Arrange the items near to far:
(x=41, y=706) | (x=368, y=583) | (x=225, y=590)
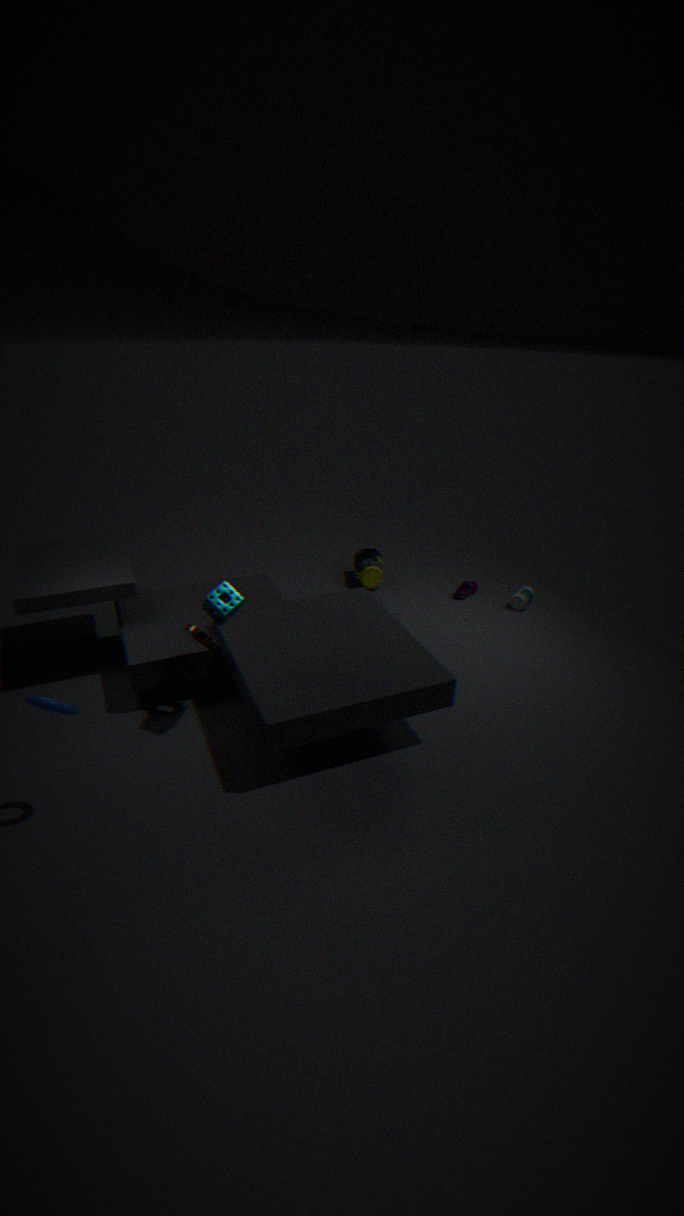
(x=41, y=706) → (x=225, y=590) → (x=368, y=583)
